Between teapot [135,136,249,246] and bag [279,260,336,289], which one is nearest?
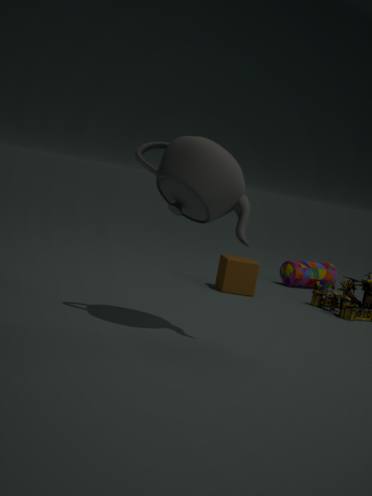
teapot [135,136,249,246]
